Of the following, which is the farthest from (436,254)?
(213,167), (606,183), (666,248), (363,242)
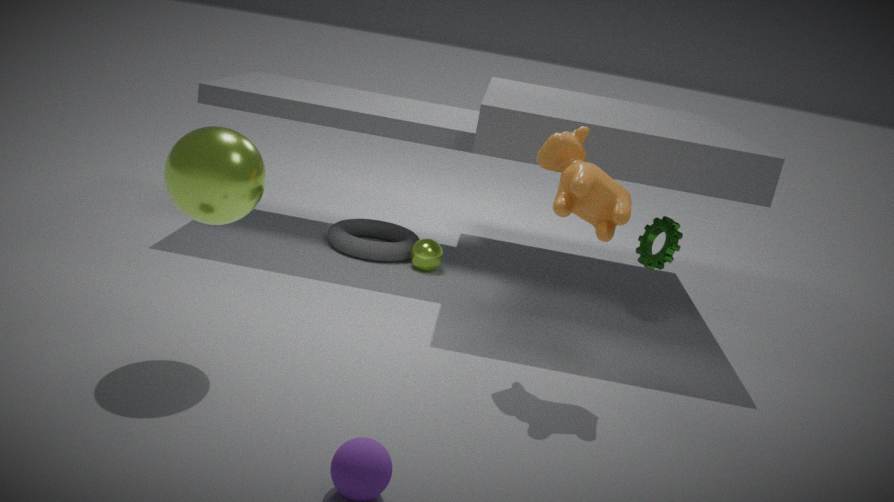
(213,167)
